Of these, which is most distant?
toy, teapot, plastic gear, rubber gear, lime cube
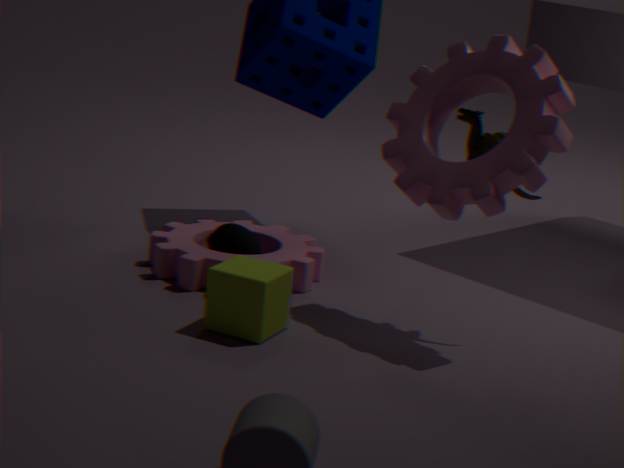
teapot
